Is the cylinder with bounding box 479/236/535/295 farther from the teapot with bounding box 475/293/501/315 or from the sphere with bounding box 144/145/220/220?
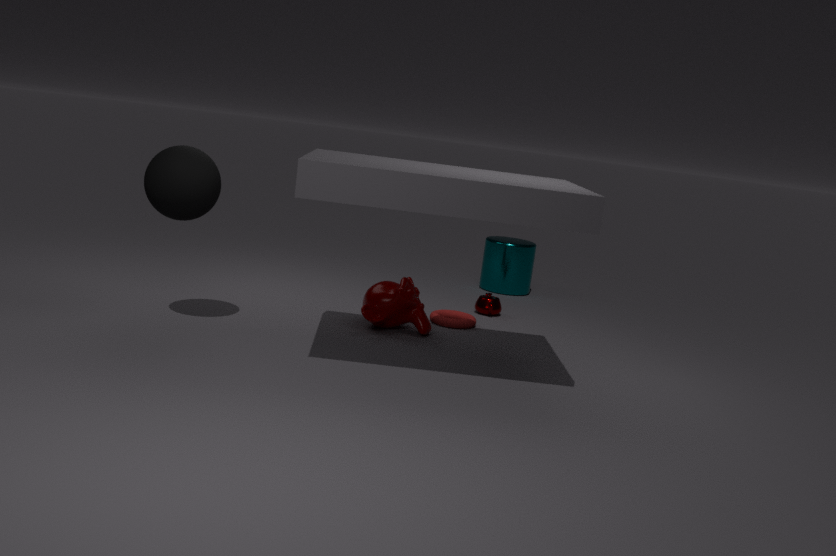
the sphere with bounding box 144/145/220/220
